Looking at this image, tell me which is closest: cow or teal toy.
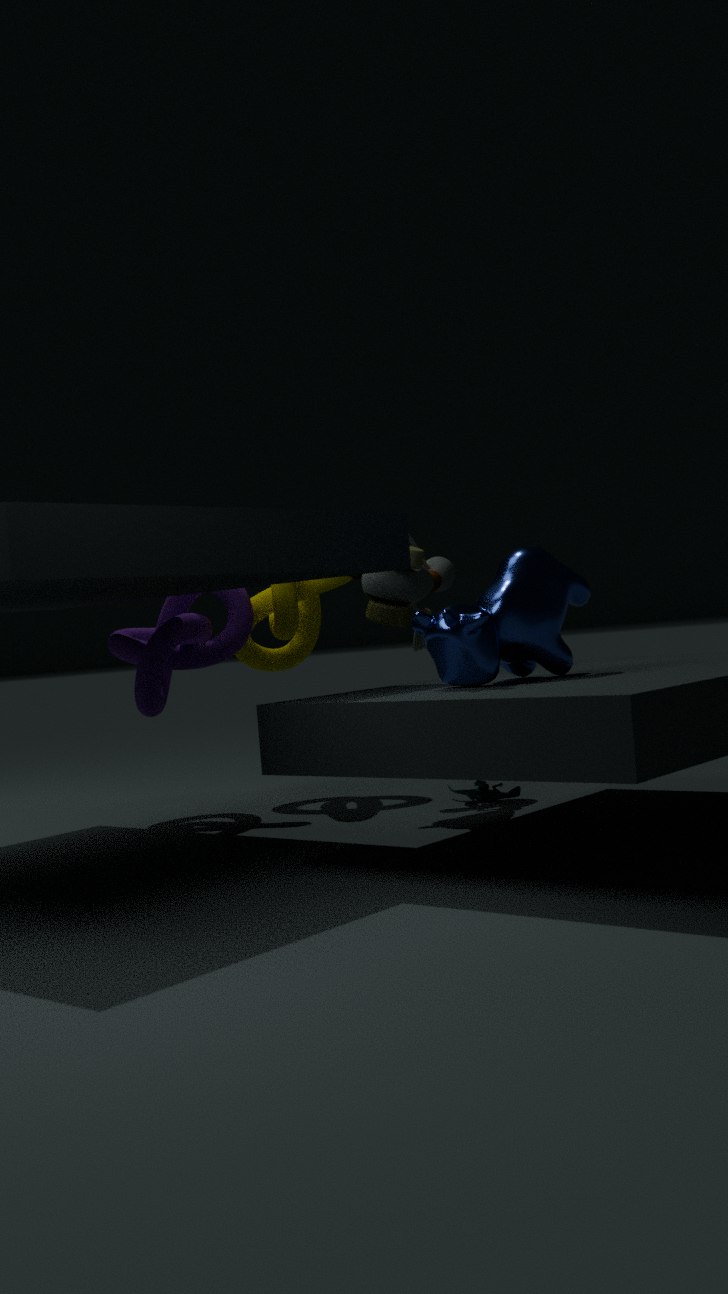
cow
